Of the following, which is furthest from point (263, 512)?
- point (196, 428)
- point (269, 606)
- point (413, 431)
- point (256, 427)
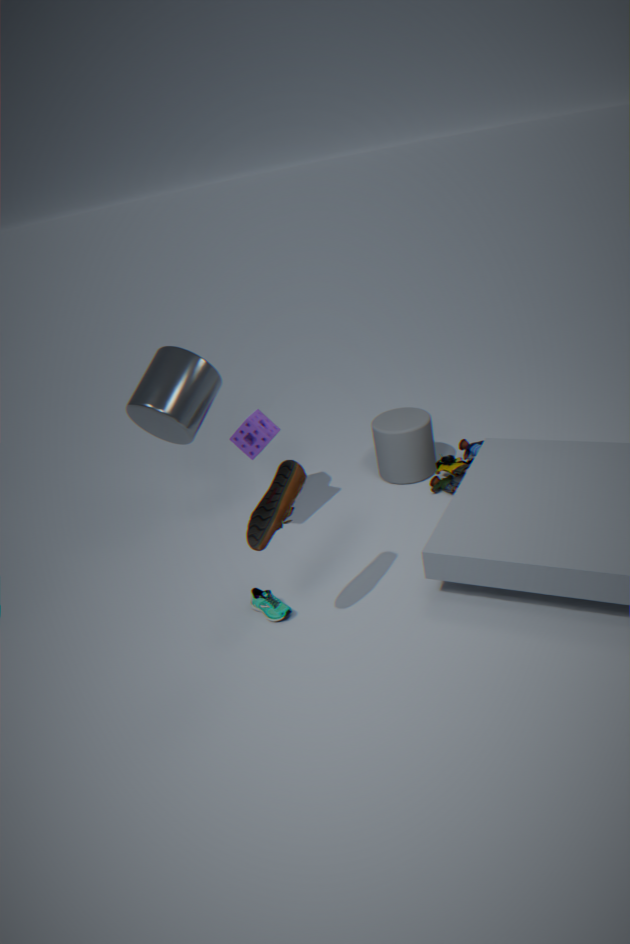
point (413, 431)
